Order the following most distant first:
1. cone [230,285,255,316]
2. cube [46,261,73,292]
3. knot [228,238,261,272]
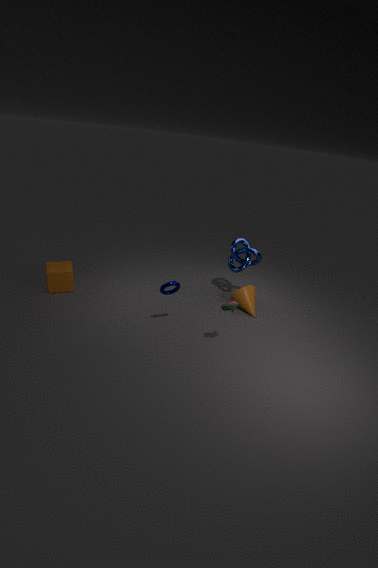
knot [228,238,261,272]
cone [230,285,255,316]
cube [46,261,73,292]
